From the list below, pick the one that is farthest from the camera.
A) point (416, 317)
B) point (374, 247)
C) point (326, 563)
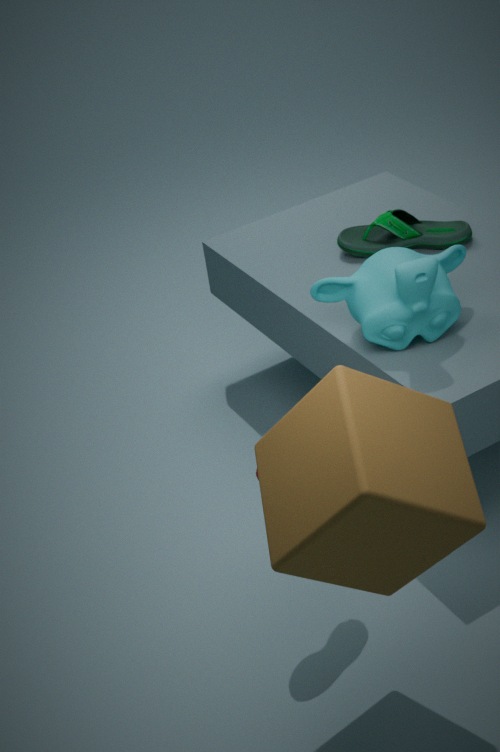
point (374, 247)
